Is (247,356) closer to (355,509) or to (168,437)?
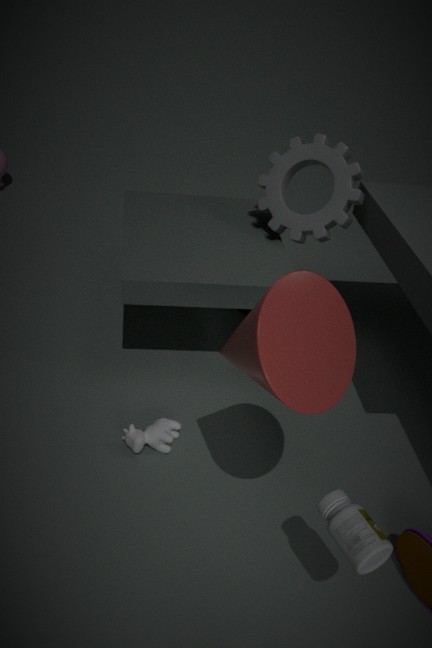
(355,509)
